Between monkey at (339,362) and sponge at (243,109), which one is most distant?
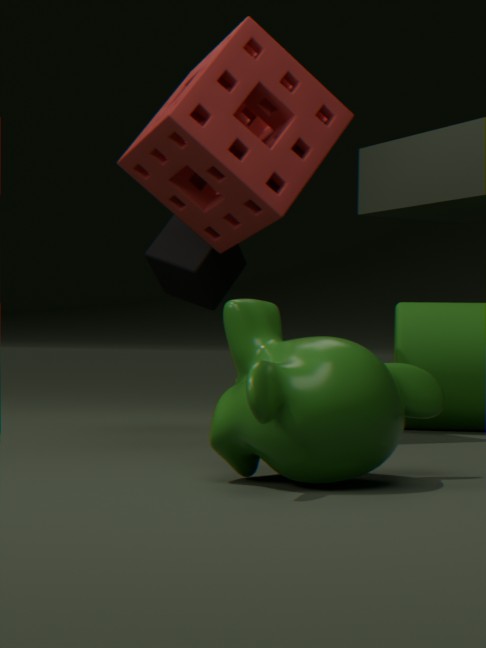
sponge at (243,109)
